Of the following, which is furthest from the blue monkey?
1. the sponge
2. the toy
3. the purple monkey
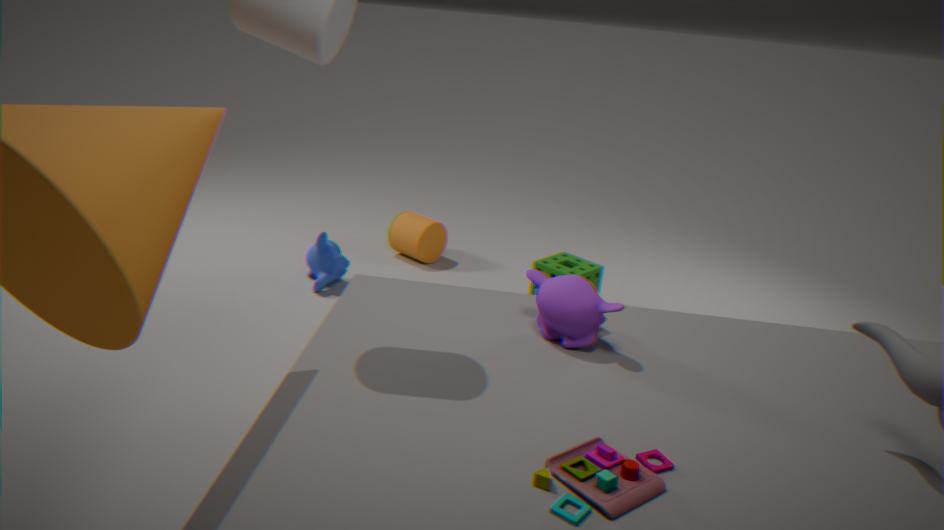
the toy
